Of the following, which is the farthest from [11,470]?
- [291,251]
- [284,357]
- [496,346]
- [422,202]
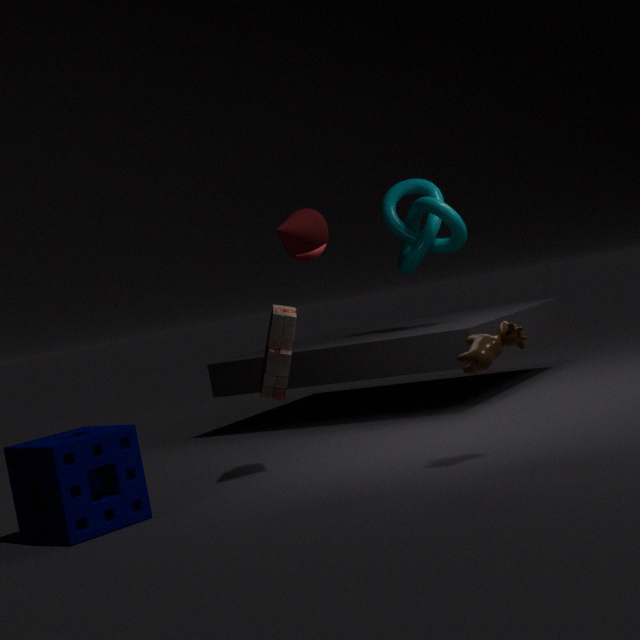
[422,202]
